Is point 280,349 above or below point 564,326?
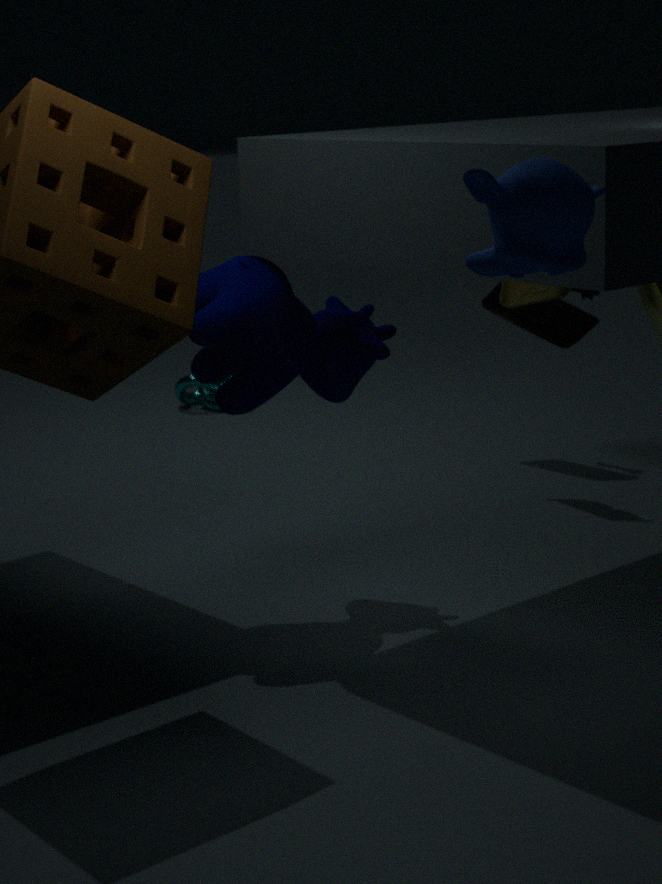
above
